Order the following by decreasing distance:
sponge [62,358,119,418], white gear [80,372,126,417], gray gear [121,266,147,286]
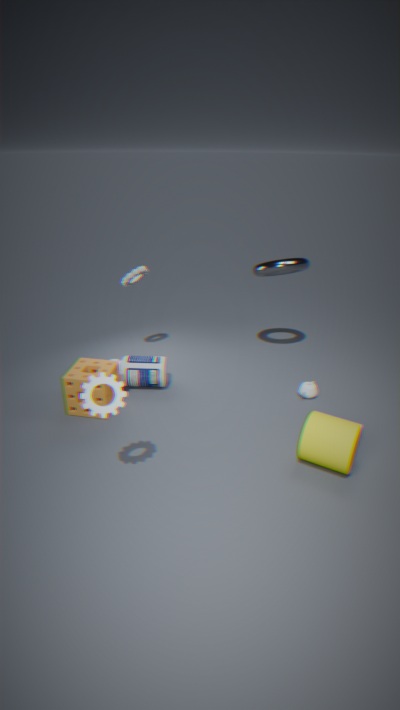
1. gray gear [121,266,147,286]
2. sponge [62,358,119,418]
3. white gear [80,372,126,417]
